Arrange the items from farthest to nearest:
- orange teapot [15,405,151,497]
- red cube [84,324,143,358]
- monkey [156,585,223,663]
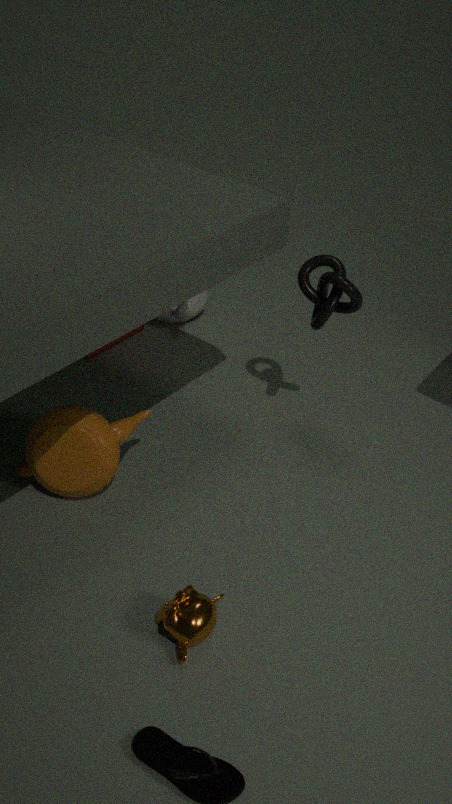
red cube [84,324,143,358]
orange teapot [15,405,151,497]
monkey [156,585,223,663]
